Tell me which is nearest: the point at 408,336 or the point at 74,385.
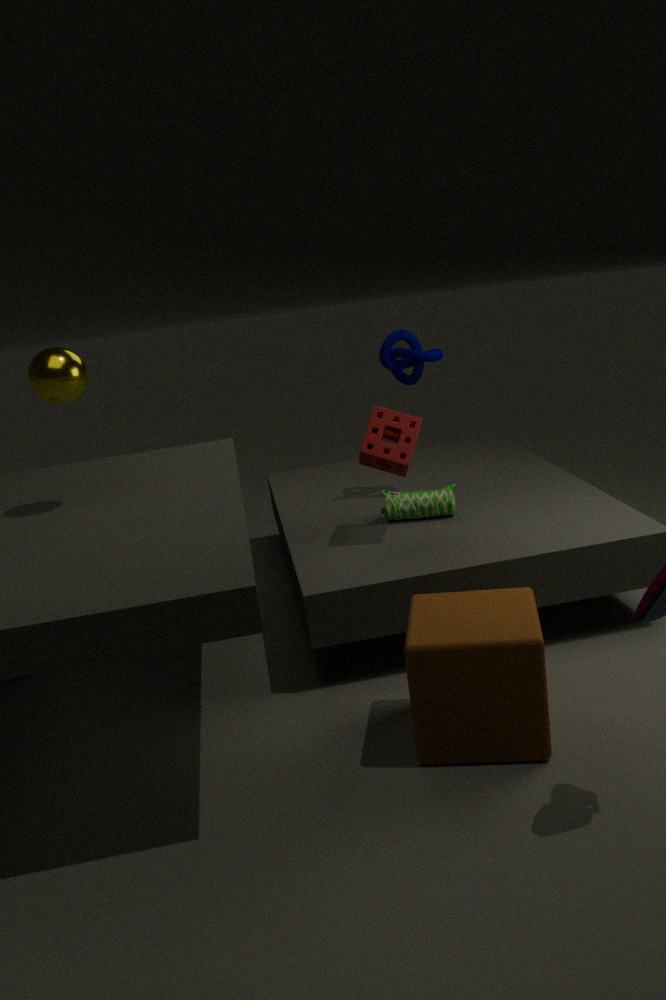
the point at 74,385
